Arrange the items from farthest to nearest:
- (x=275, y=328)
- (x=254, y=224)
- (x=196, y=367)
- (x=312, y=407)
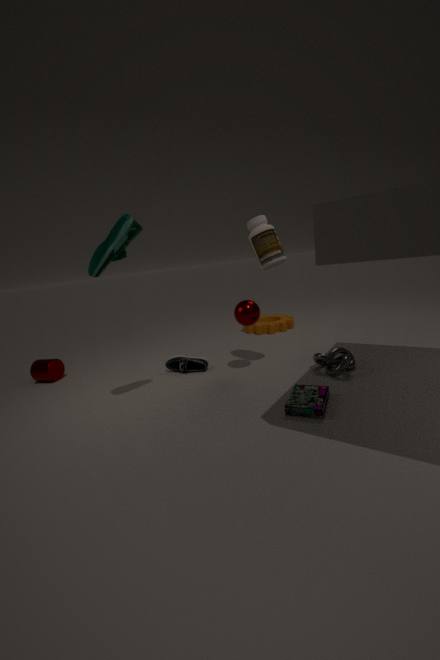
(x=275, y=328)
(x=196, y=367)
(x=254, y=224)
(x=312, y=407)
